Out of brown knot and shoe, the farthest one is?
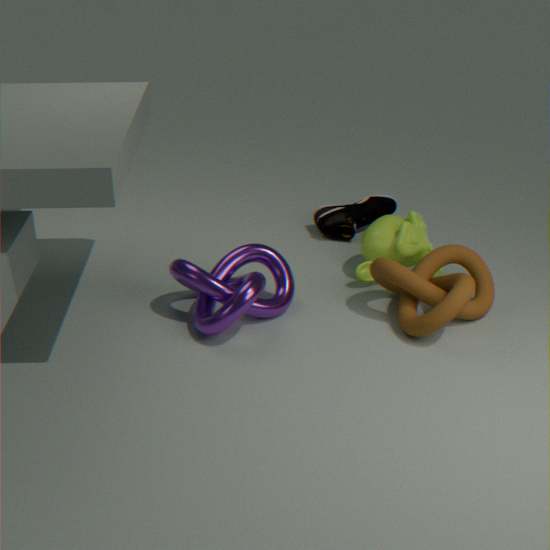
shoe
